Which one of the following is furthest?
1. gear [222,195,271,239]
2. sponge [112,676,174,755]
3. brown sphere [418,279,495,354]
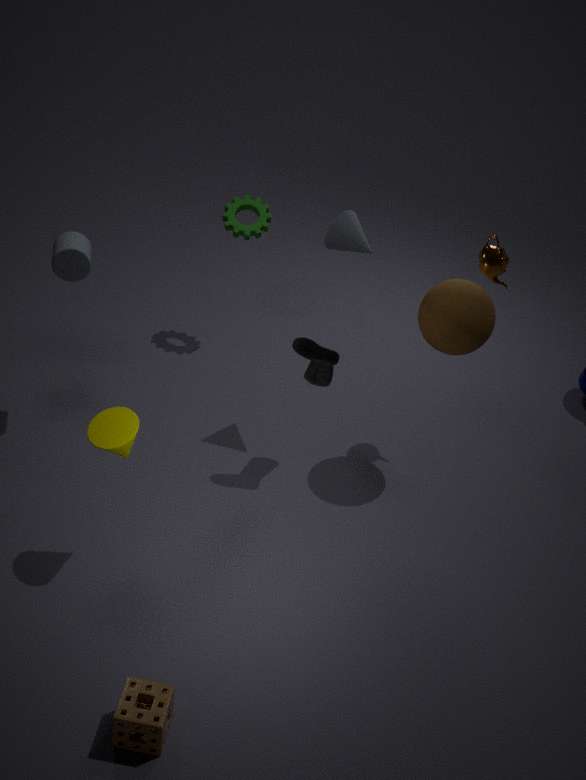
gear [222,195,271,239]
